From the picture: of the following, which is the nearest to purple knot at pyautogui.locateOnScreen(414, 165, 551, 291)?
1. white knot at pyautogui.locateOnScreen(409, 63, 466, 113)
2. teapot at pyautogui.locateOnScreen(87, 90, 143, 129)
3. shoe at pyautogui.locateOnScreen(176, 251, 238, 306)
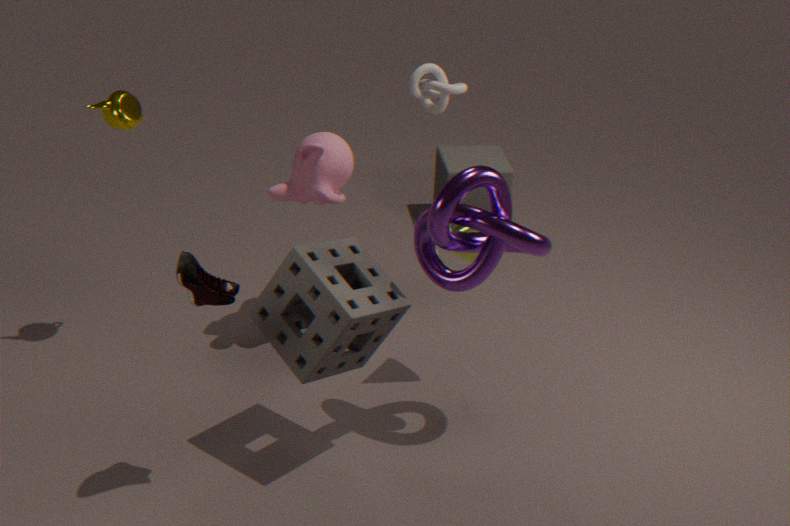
shoe at pyautogui.locateOnScreen(176, 251, 238, 306)
